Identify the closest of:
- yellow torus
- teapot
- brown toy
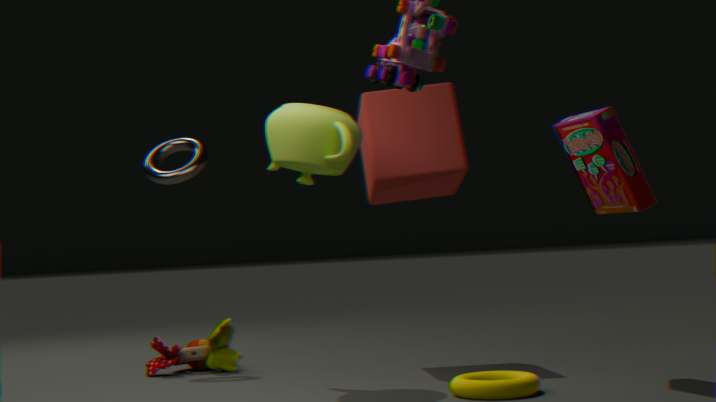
yellow torus
